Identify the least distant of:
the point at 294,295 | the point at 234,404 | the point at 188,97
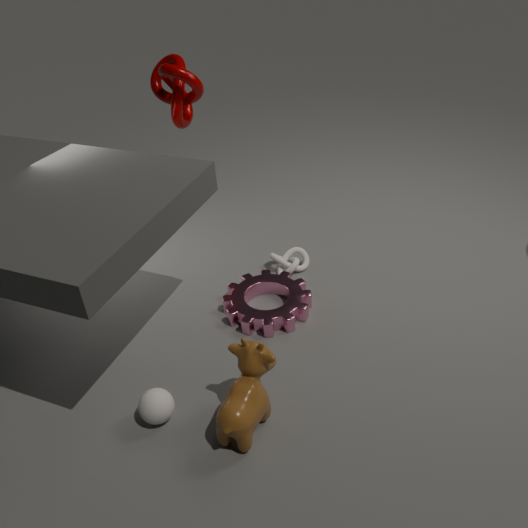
the point at 234,404
